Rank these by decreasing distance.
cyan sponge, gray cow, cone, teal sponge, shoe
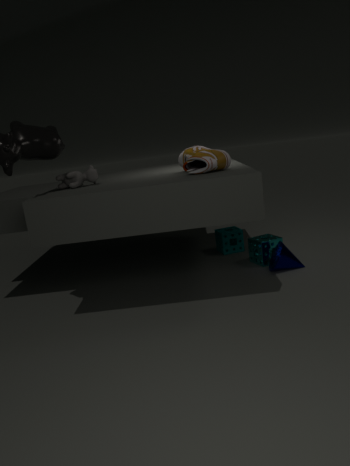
teal sponge
cyan sponge
cone
gray cow
shoe
